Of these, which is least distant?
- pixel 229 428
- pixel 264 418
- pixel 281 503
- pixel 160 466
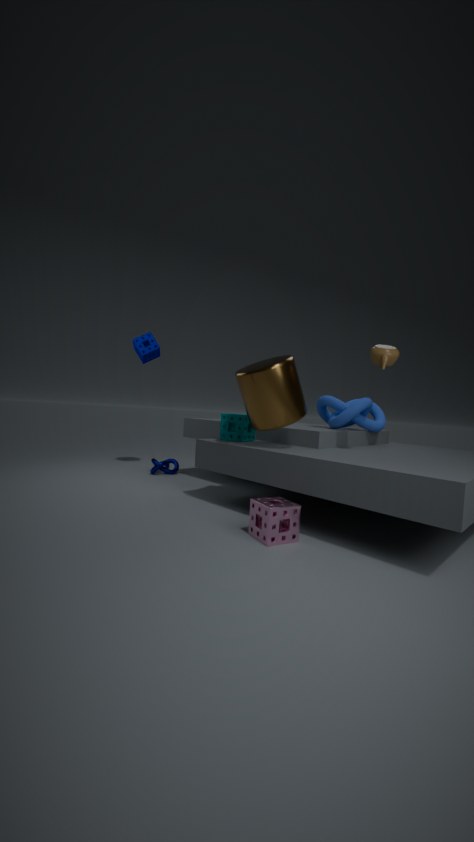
pixel 281 503
